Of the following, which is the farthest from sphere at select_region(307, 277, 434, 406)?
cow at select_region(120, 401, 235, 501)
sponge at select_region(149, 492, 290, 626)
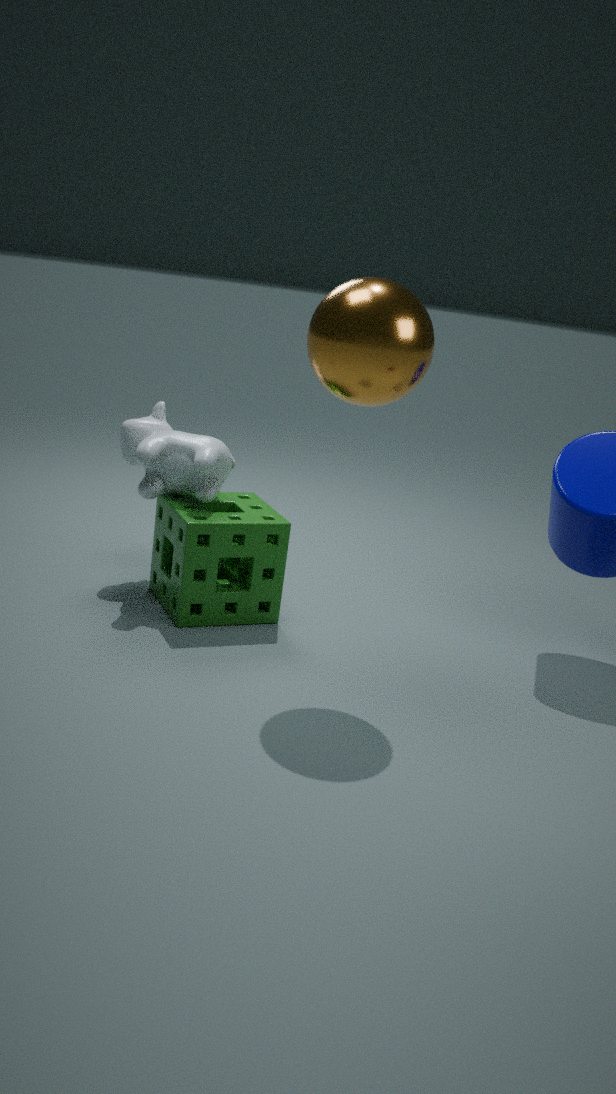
sponge at select_region(149, 492, 290, 626)
